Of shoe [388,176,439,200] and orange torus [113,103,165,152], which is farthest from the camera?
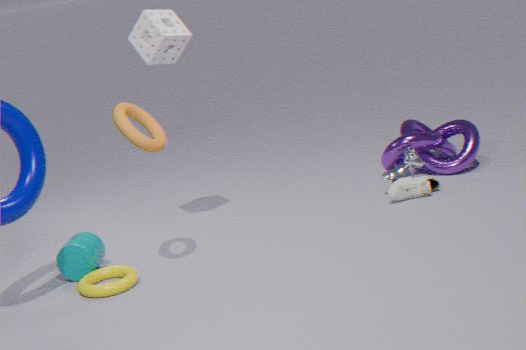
shoe [388,176,439,200]
